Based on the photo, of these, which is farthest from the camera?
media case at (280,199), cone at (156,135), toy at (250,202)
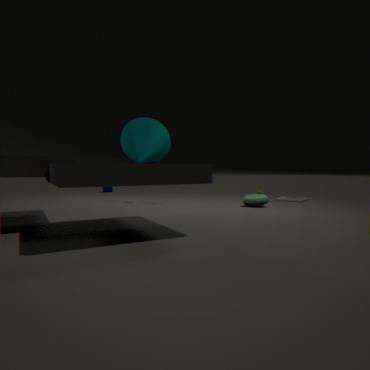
media case at (280,199)
